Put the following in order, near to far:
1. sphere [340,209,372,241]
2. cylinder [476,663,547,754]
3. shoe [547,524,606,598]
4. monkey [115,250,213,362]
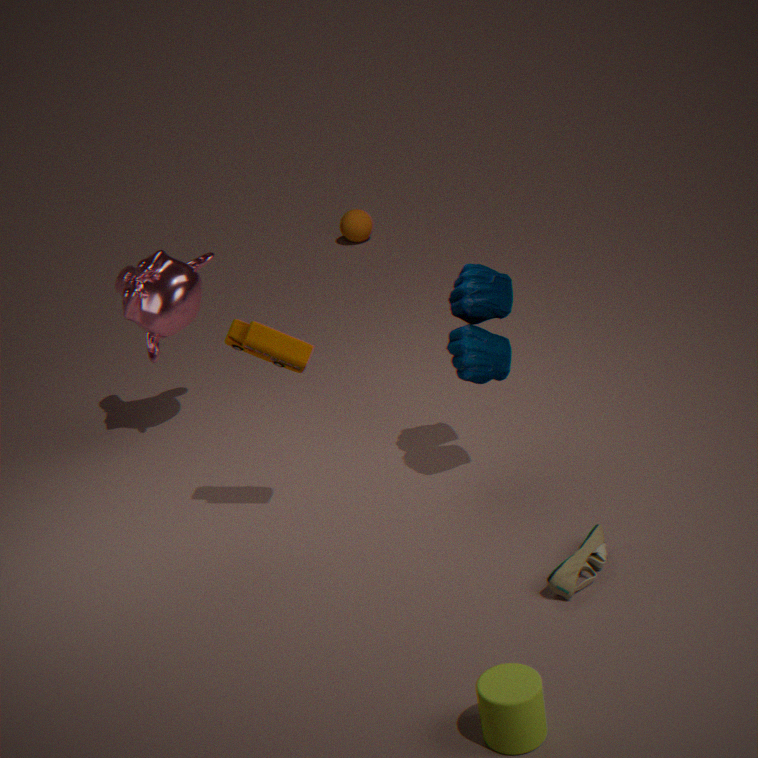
cylinder [476,663,547,754]
shoe [547,524,606,598]
monkey [115,250,213,362]
sphere [340,209,372,241]
